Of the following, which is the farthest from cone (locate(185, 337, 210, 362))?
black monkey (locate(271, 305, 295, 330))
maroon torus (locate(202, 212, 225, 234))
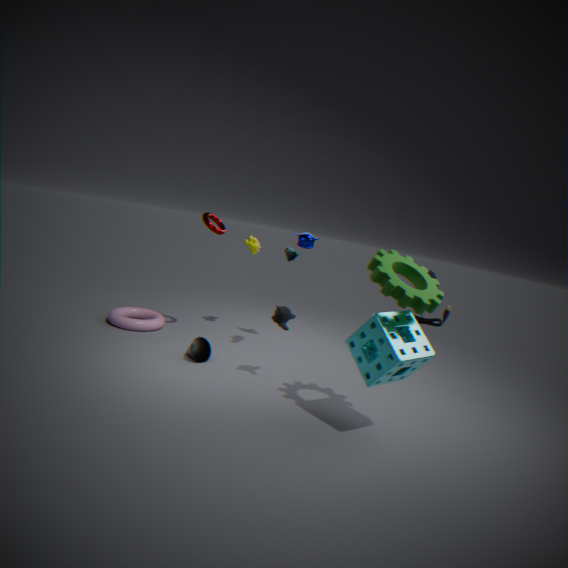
maroon torus (locate(202, 212, 225, 234))
